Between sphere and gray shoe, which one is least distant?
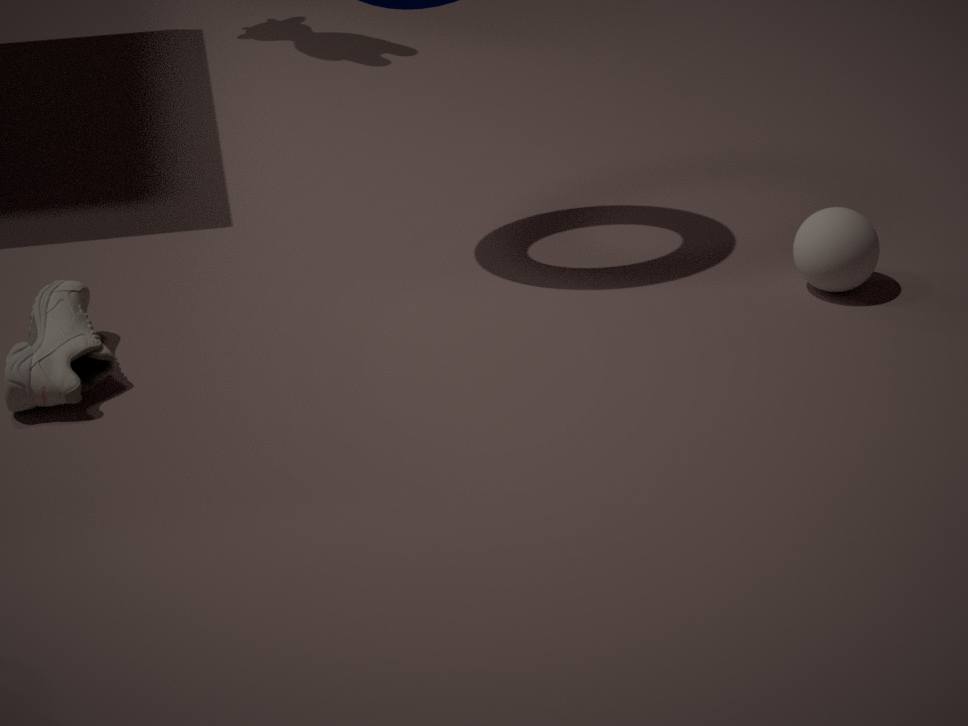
gray shoe
